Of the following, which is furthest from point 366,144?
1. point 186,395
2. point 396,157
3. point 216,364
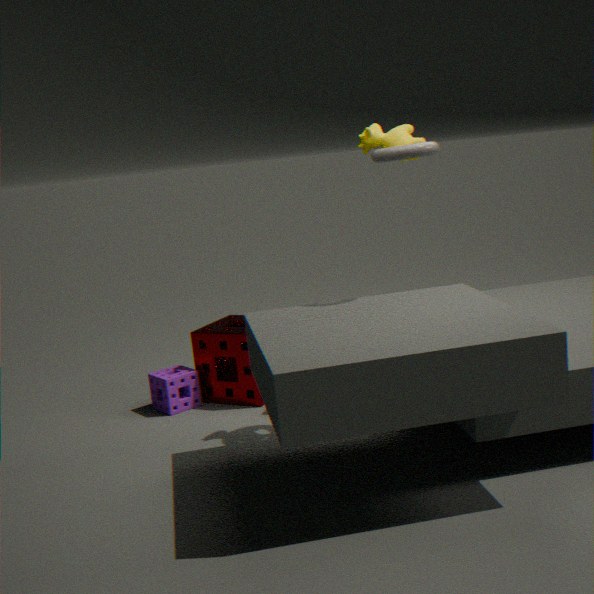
point 186,395
